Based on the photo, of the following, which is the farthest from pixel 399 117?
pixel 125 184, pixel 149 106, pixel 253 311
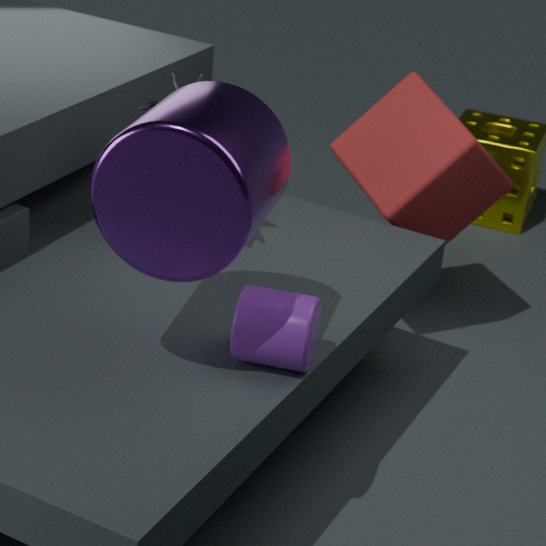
pixel 125 184
